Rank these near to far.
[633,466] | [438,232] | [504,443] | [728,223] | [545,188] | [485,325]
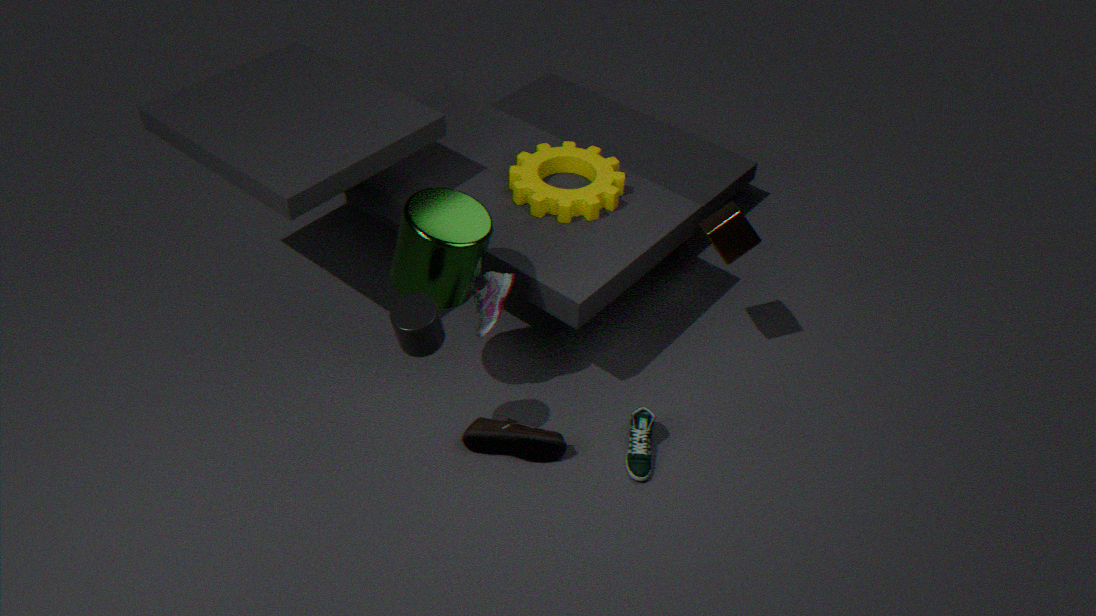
1. [438,232]
2. [633,466]
3. [504,443]
4. [485,325]
5. [728,223]
6. [545,188]
